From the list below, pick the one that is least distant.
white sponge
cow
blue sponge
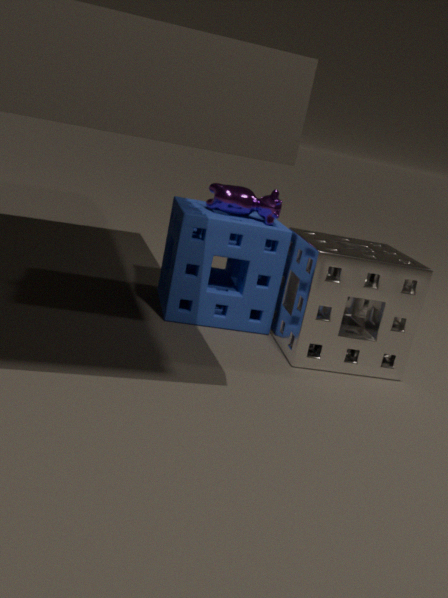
white sponge
